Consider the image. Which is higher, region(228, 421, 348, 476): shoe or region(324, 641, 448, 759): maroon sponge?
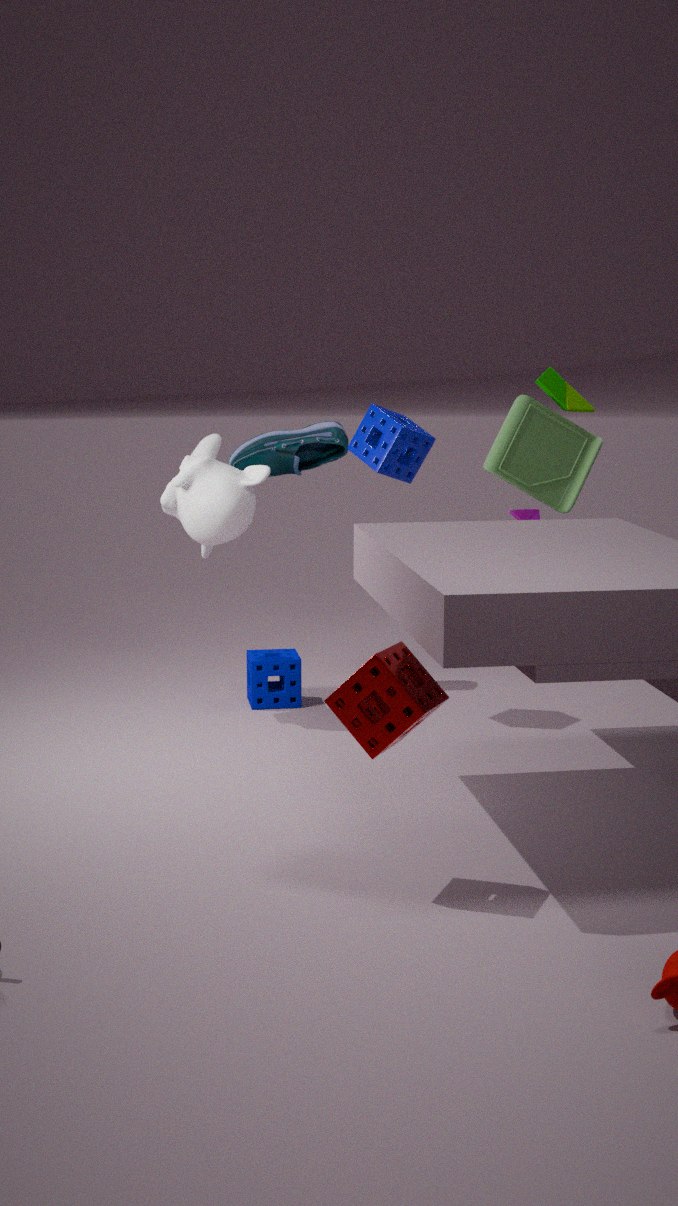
region(228, 421, 348, 476): shoe
